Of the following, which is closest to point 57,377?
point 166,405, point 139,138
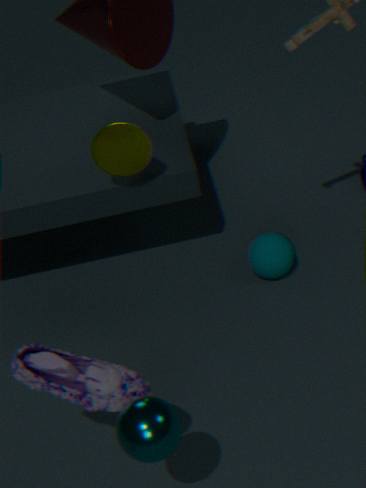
point 166,405
